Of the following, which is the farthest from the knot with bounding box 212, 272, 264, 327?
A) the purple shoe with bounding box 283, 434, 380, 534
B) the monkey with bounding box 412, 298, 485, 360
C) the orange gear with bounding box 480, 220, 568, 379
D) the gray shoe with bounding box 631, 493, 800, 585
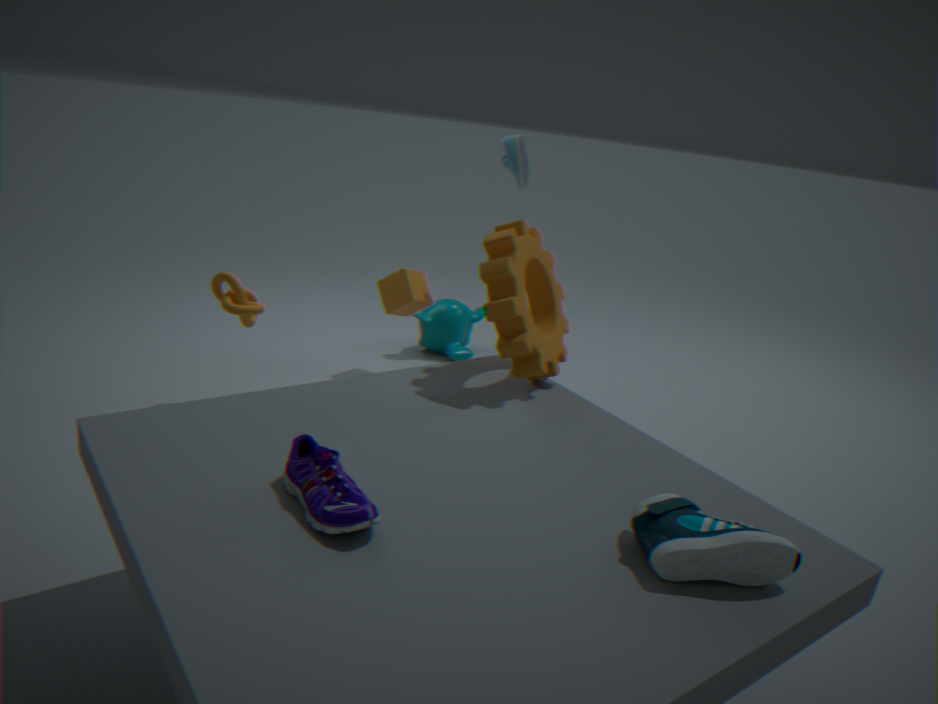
the gray shoe with bounding box 631, 493, 800, 585
